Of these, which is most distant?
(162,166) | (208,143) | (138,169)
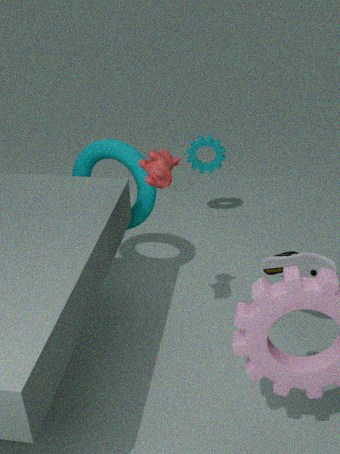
(208,143)
